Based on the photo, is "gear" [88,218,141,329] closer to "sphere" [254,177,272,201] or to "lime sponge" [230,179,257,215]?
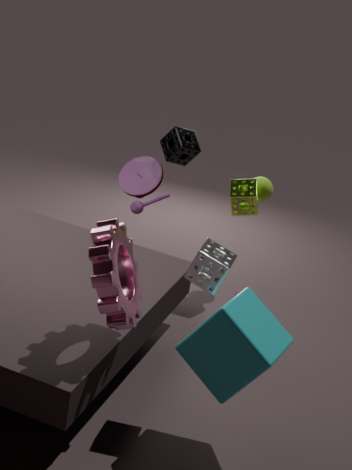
"lime sponge" [230,179,257,215]
